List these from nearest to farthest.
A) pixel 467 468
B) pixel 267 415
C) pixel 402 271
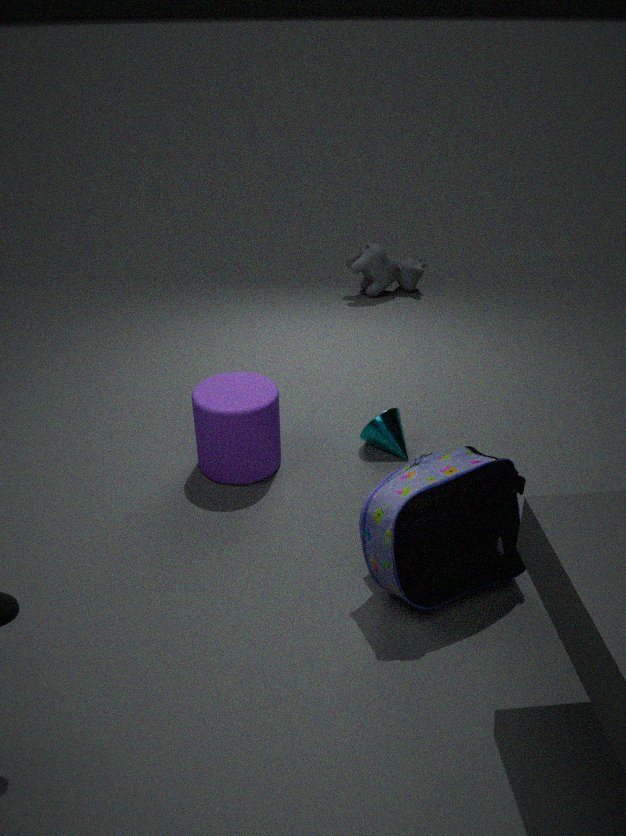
pixel 467 468 → pixel 267 415 → pixel 402 271
